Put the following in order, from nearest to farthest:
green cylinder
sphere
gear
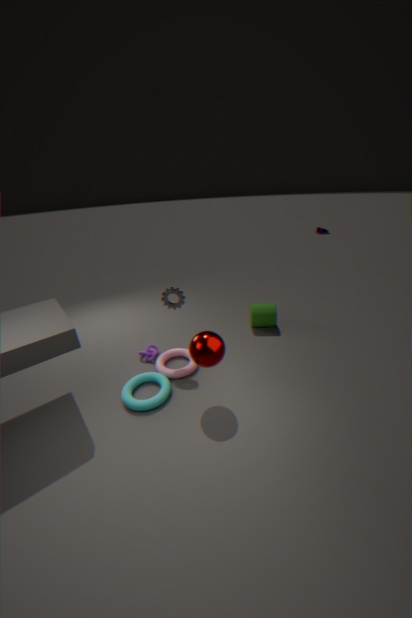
1. sphere
2. gear
3. green cylinder
